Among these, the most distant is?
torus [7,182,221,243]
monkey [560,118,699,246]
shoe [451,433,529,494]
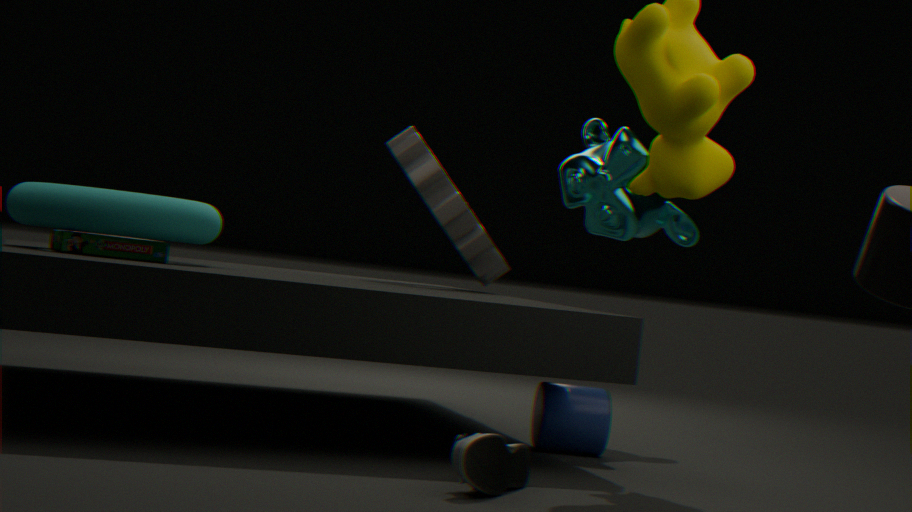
monkey [560,118,699,246]
